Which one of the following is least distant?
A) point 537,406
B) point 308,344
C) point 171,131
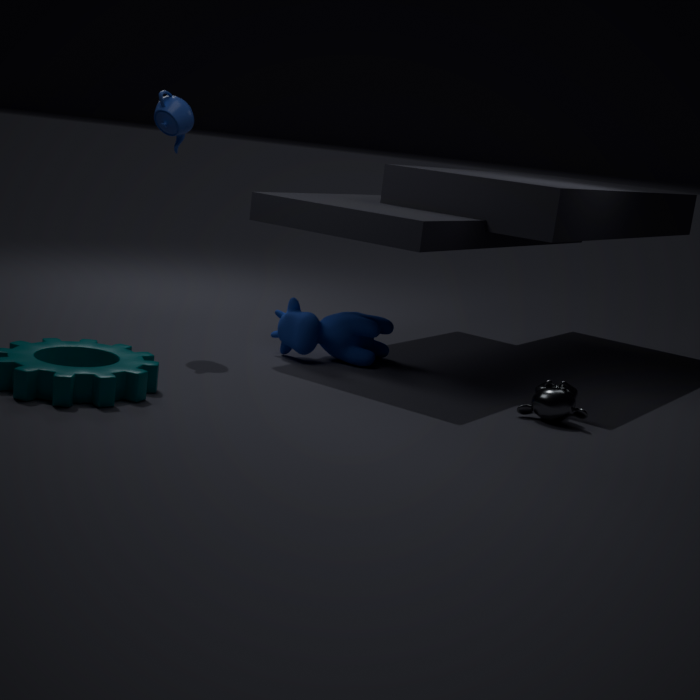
point 537,406
